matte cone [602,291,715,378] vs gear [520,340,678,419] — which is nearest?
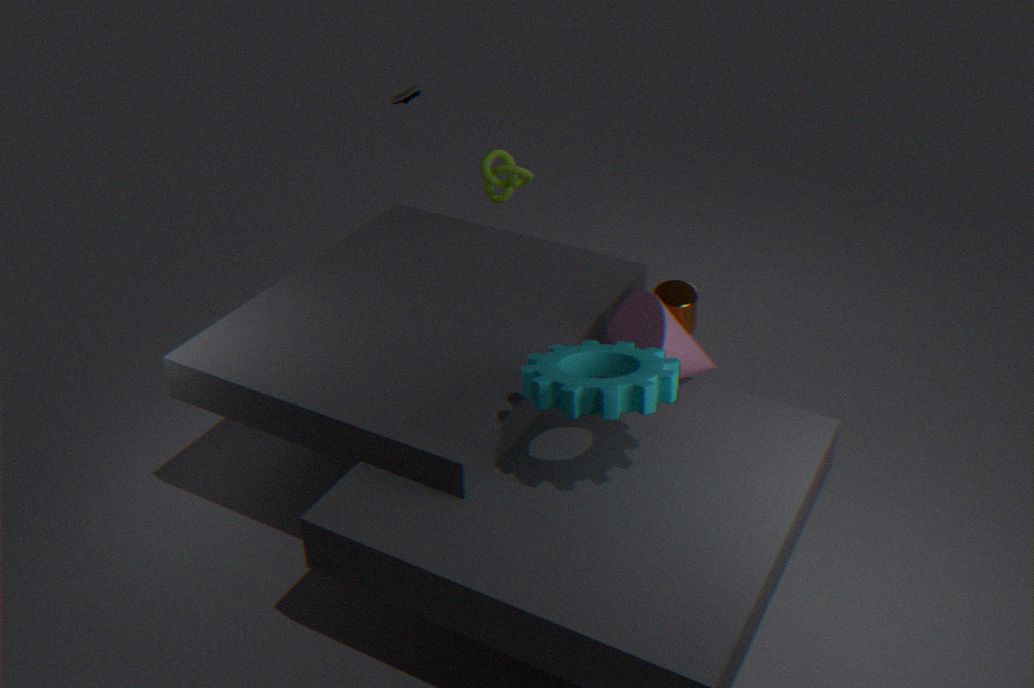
gear [520,340,678,419]
